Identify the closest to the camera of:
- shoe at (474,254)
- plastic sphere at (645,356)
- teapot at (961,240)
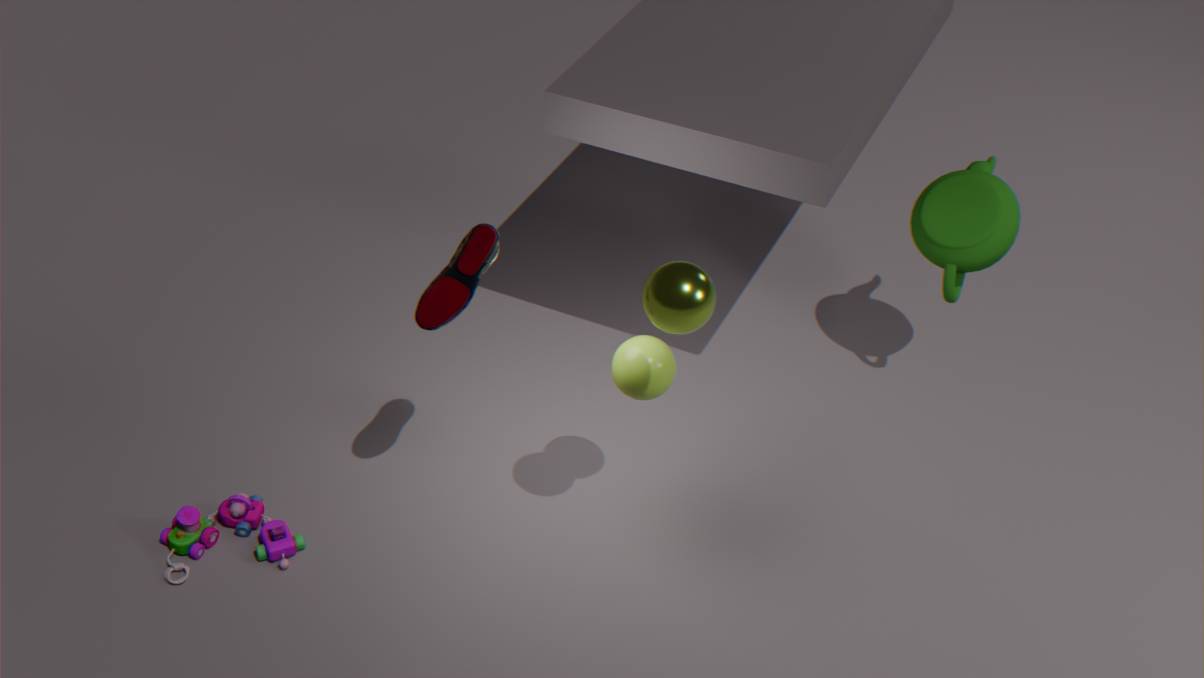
shoe at (474,254)
